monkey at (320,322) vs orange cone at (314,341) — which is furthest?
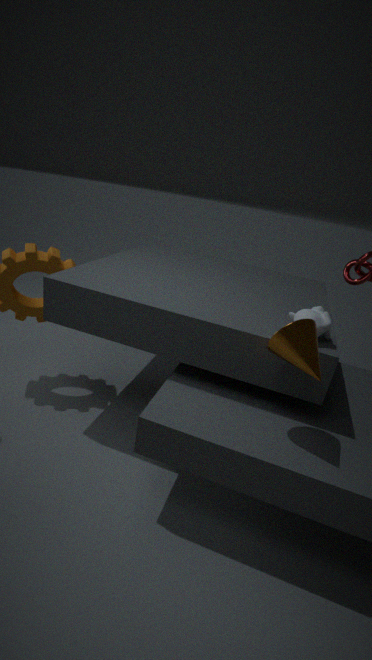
monkey at (320,322)
